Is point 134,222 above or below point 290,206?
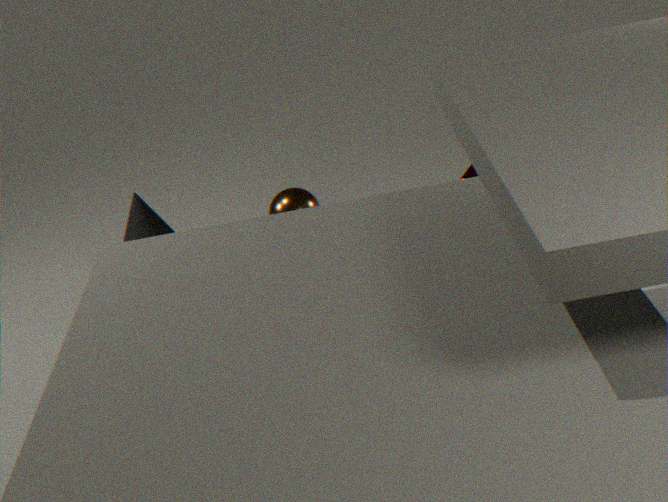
below
